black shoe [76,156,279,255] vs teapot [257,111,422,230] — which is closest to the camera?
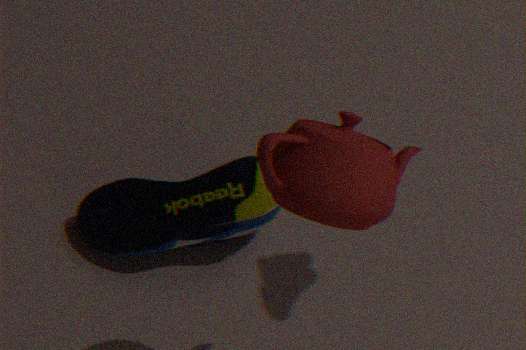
teapot [257,111,422,230]
